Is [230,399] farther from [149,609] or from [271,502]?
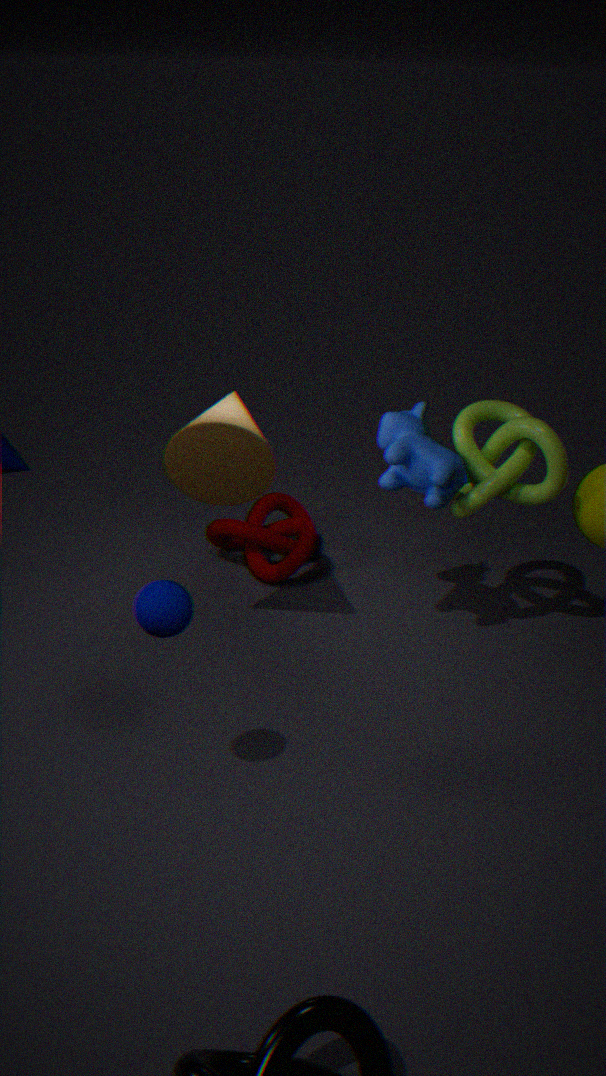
[149,609]
